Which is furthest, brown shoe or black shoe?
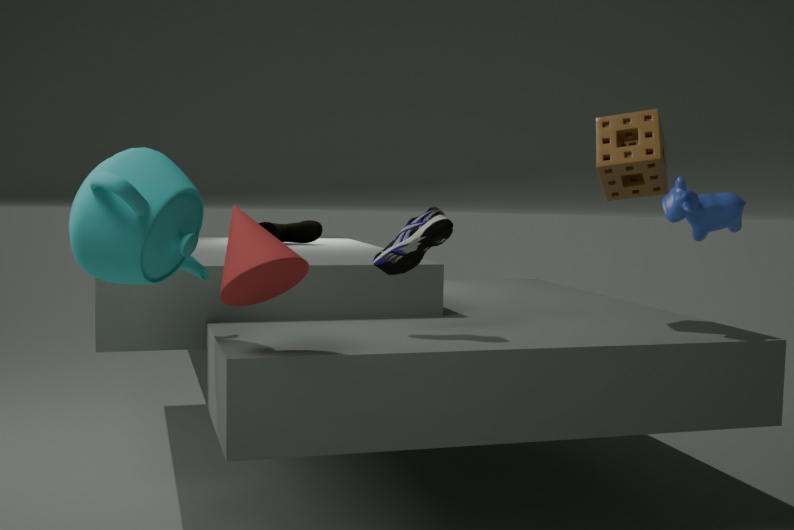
brown shoe
